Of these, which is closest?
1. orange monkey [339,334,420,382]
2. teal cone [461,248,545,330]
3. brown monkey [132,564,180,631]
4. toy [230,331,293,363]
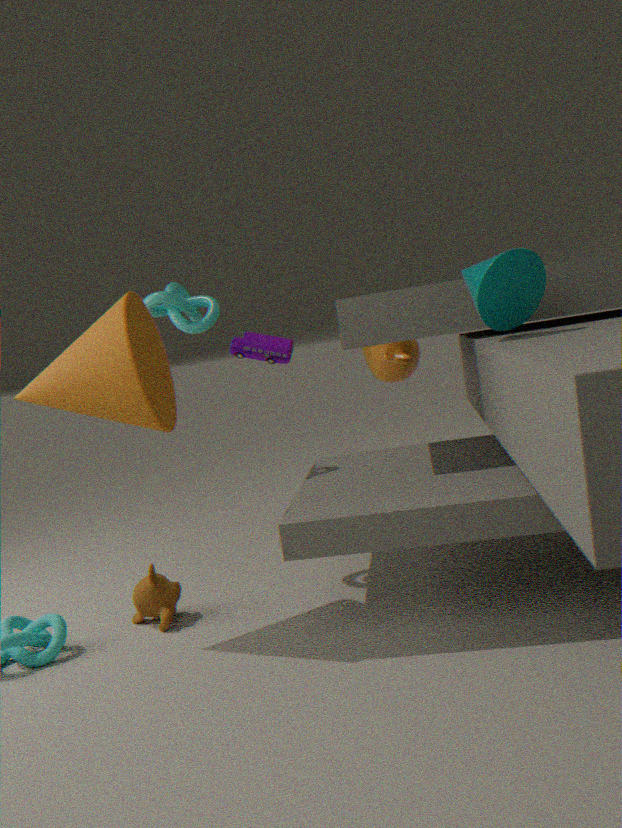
teal cone [461,248,545,330]
